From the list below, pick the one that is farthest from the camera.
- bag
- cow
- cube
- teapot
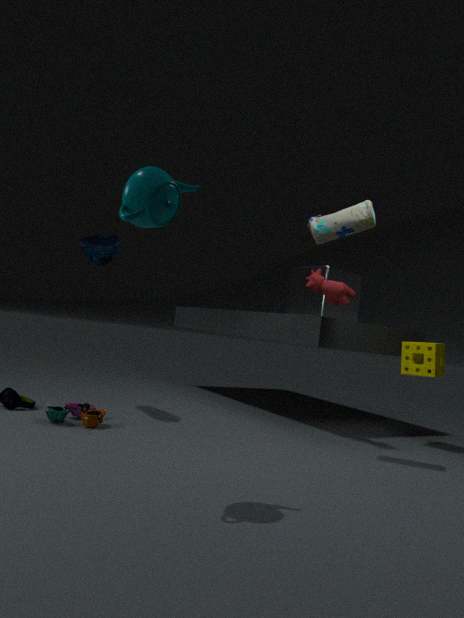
cube
